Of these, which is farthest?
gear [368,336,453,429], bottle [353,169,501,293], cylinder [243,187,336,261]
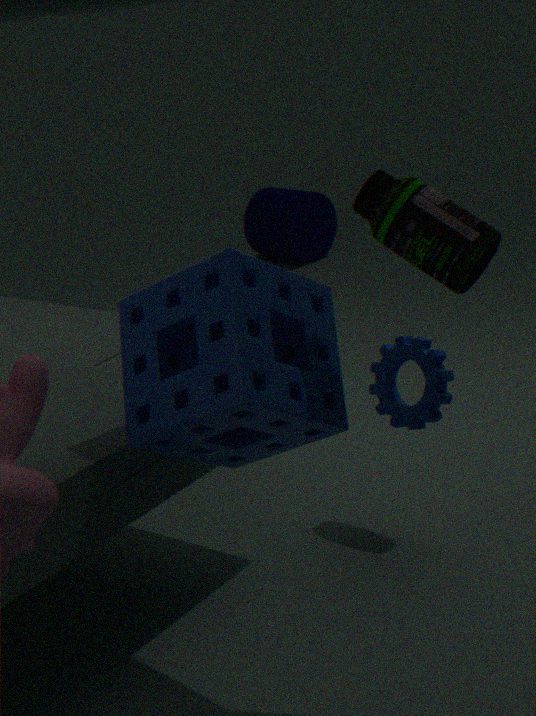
cylinder [243,187,336,261]
